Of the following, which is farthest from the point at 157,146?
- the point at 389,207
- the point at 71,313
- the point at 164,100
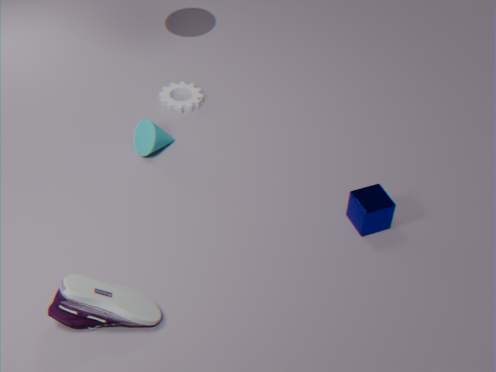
the point at 389,207
